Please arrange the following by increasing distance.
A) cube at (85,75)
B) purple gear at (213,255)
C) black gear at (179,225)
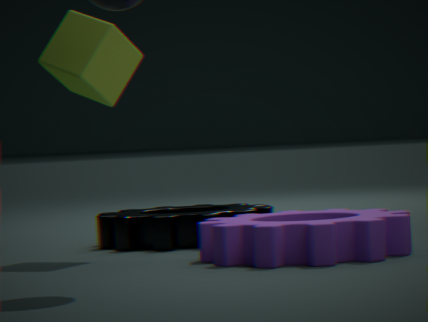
B. purple gear at (213,255) < A. cube at (85,75) < C. black gear at (179,225)
